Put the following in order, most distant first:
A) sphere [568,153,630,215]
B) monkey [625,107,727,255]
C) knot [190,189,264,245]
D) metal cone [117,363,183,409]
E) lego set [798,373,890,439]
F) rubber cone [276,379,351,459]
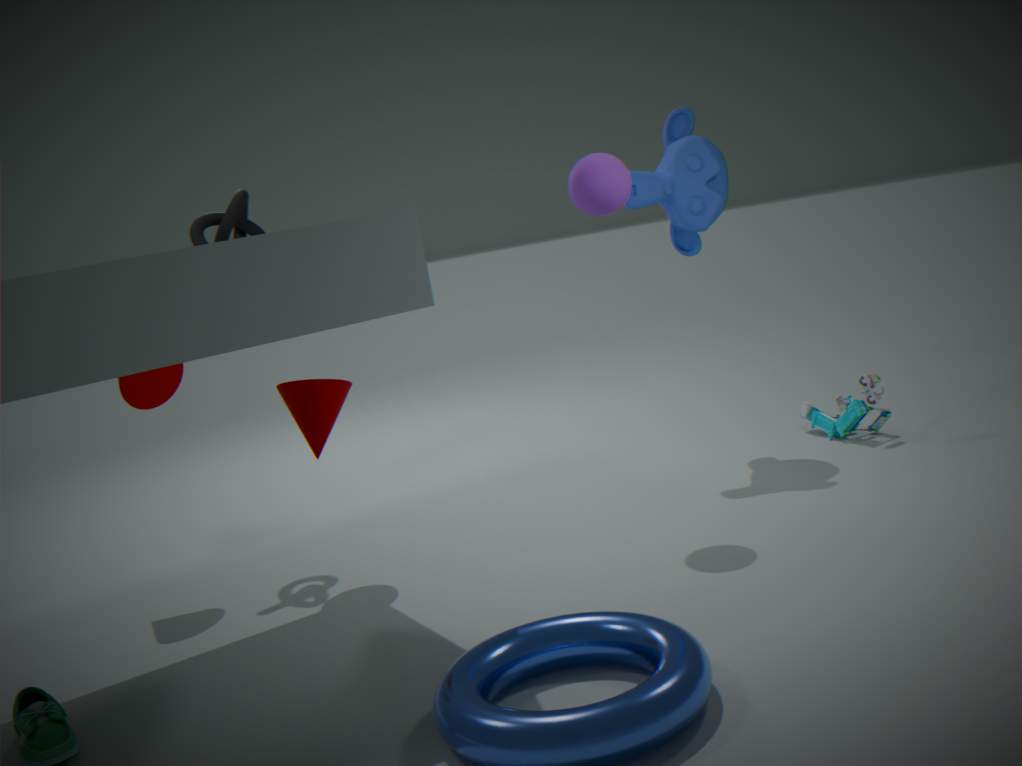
monkey [625,107,727,255], lego set [798,373,890,439], knot [190,189,264,245], metal cone [117,363,183,409], sphere [568,153,630,215], rubber cone [276,379,351,459]
